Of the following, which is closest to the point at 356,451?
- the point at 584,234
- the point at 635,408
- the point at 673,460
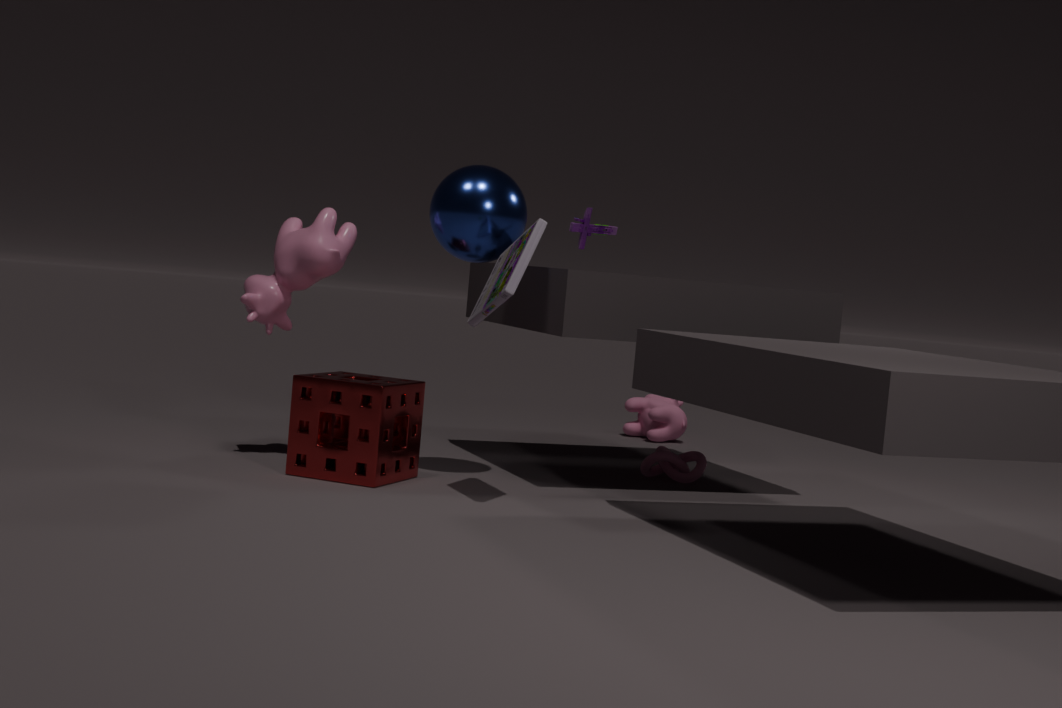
the point at 673,460
